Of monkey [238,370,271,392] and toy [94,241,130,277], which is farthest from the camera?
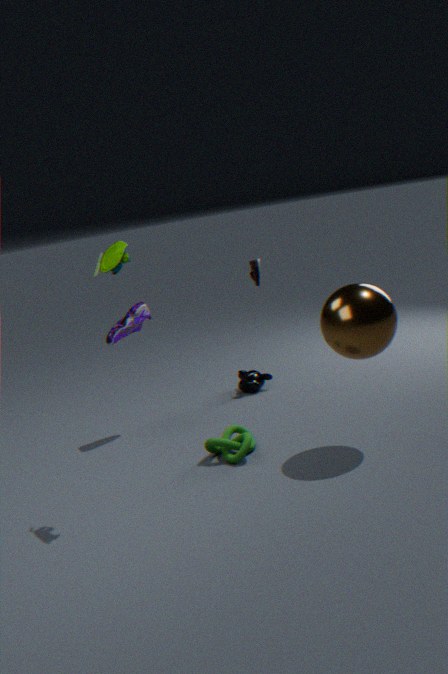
monkey [238,370,271,392]
